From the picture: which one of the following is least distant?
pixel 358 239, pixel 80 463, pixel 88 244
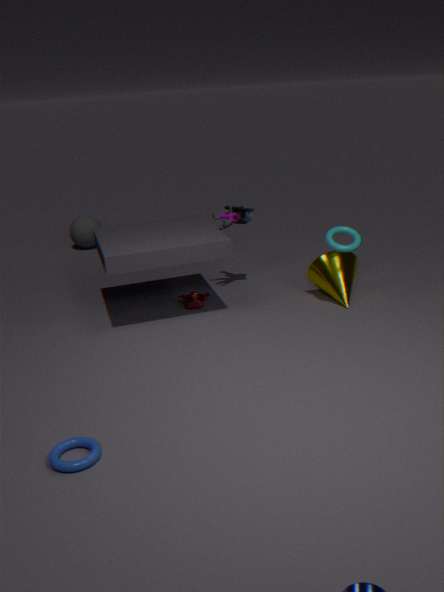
pixel 80 463
